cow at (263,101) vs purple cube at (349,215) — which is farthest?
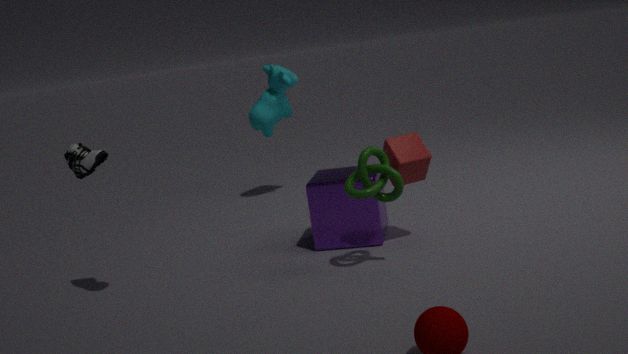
cow at (263,101)
